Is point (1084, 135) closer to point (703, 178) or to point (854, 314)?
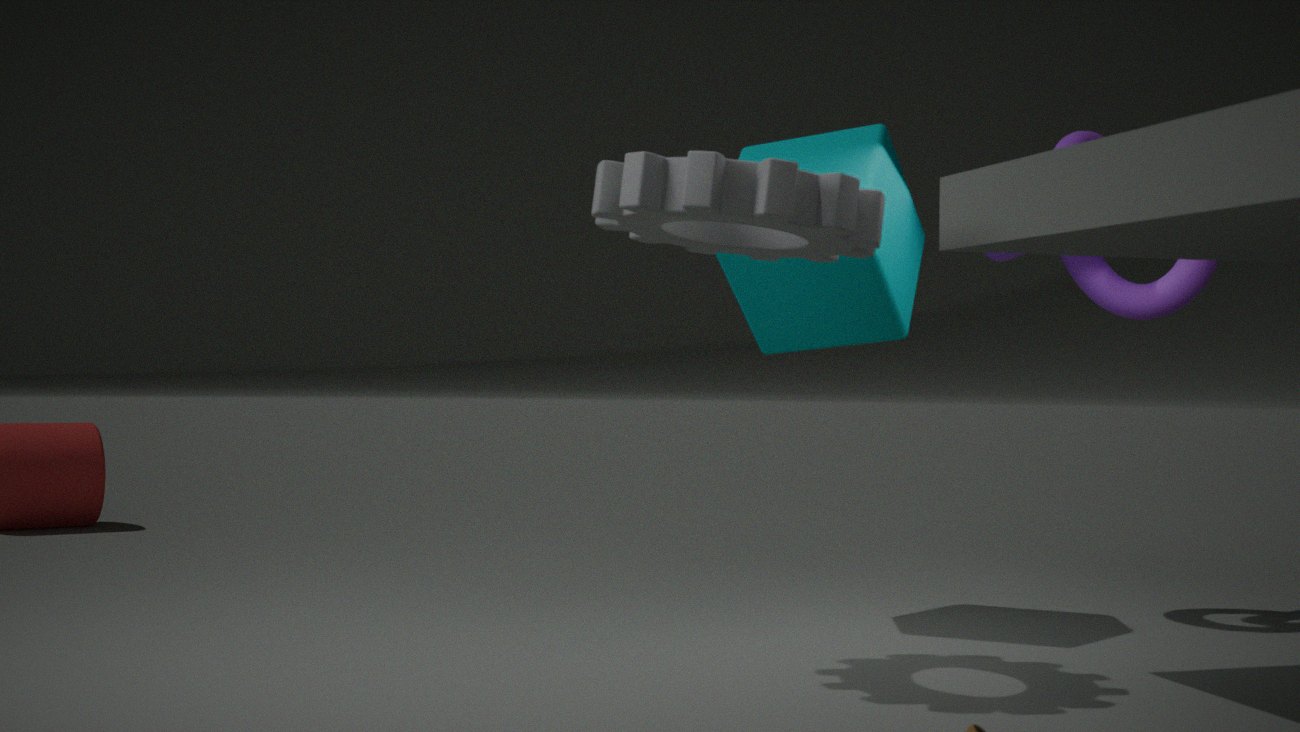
point (854, 314)
